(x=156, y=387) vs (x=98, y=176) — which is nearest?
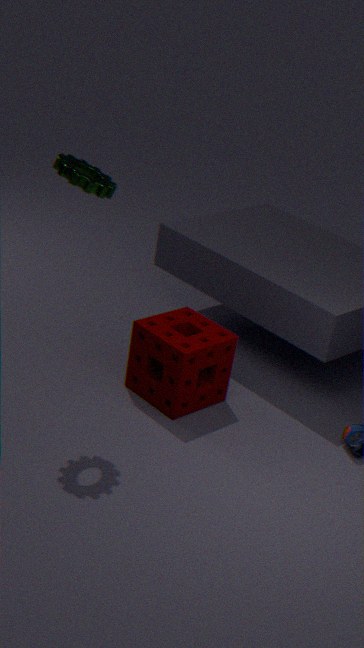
(x=98, y=176)
